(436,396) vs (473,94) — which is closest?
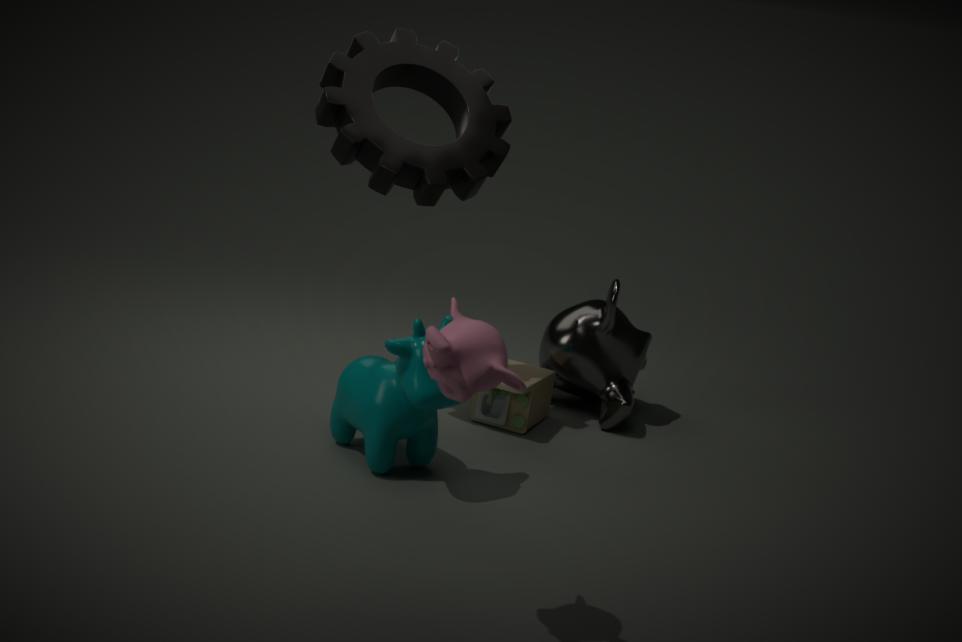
(436,396)
